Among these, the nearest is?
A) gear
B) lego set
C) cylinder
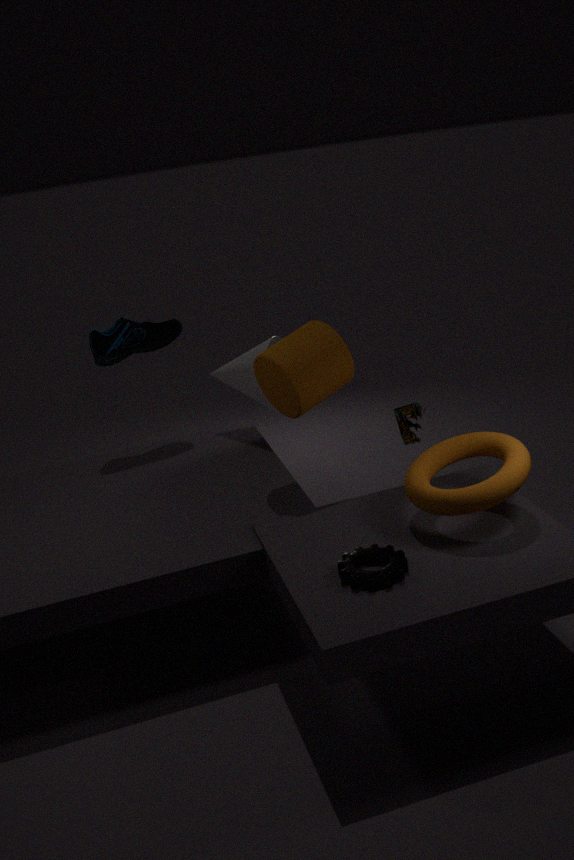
gear
